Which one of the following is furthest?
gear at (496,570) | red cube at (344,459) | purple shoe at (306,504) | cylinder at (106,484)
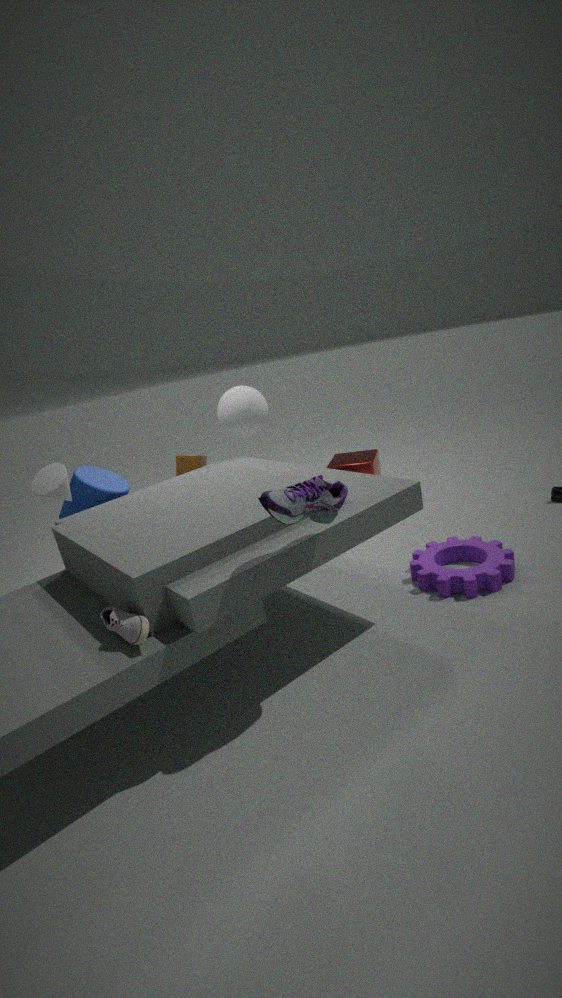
red cube at (344,459)
